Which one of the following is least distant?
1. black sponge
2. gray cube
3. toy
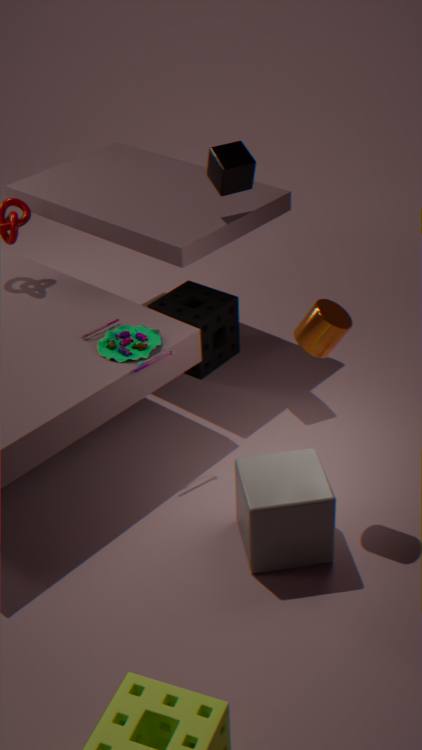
gray cube
